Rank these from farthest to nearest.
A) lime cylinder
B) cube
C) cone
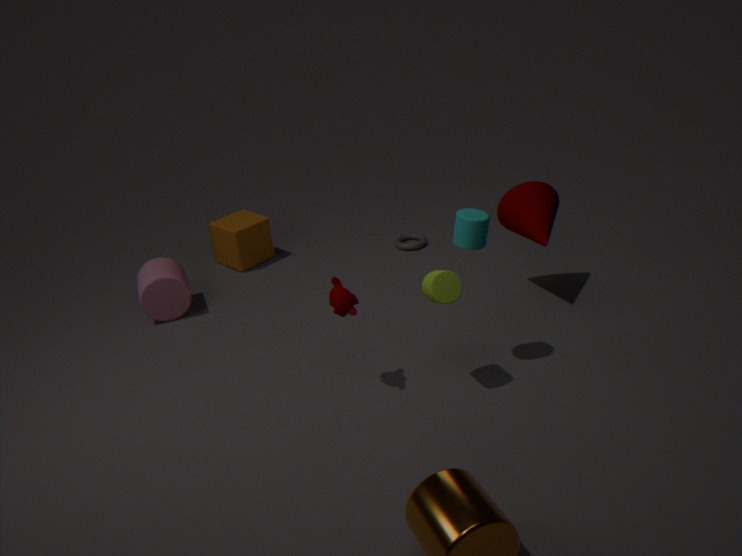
cube → cone → lime cylinder
